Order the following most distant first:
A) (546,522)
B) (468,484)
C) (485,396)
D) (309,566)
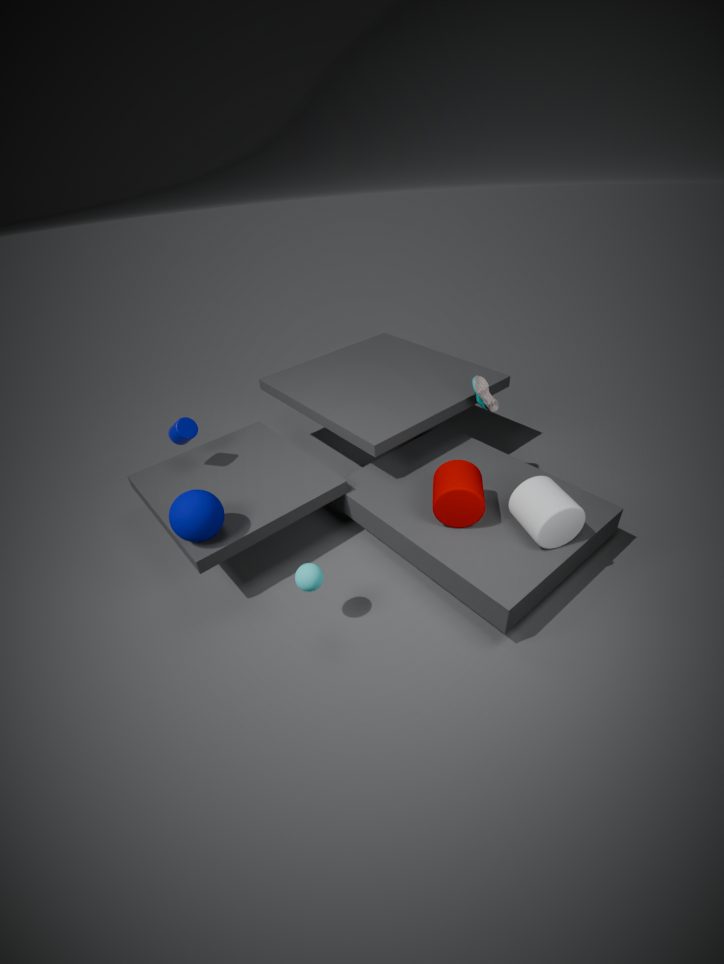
(485,396) → (468,484) → (309,566) → (546,522)
